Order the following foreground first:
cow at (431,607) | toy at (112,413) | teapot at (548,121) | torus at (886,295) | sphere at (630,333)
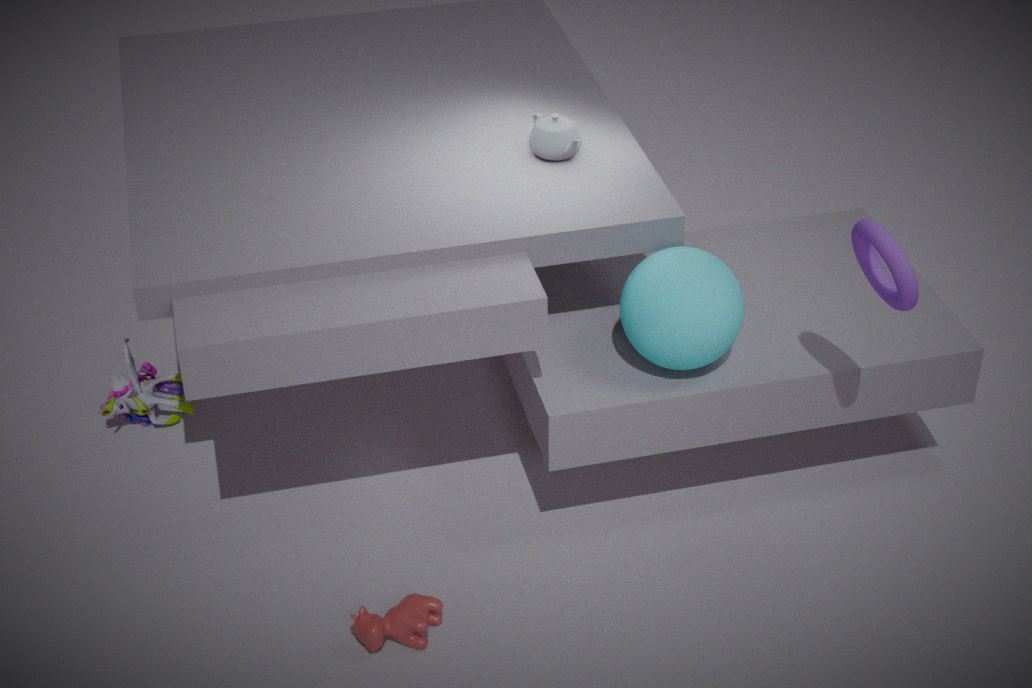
torus at (886,295) → cow at (431,607) → sphere at (630,333) → teapot at (548,121) → toy at (112,413)
